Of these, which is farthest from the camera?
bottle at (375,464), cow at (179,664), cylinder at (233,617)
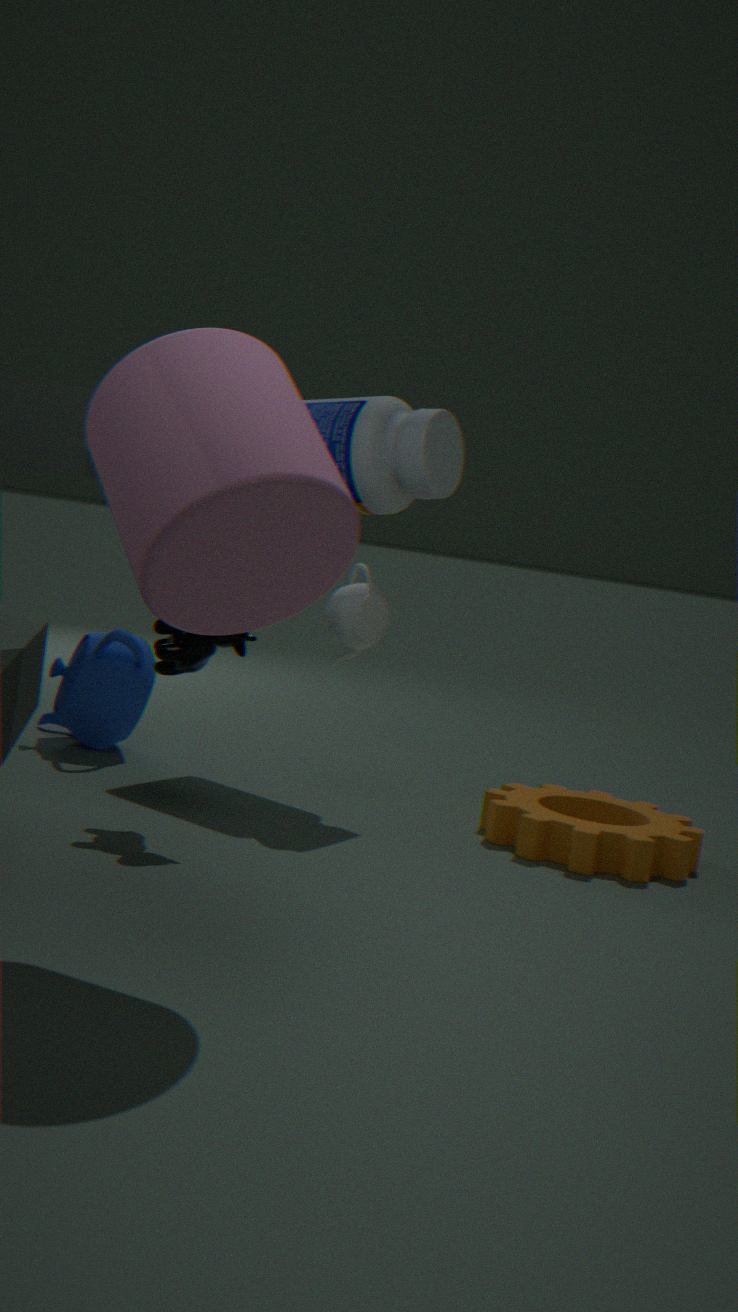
bottle at (375,464)
